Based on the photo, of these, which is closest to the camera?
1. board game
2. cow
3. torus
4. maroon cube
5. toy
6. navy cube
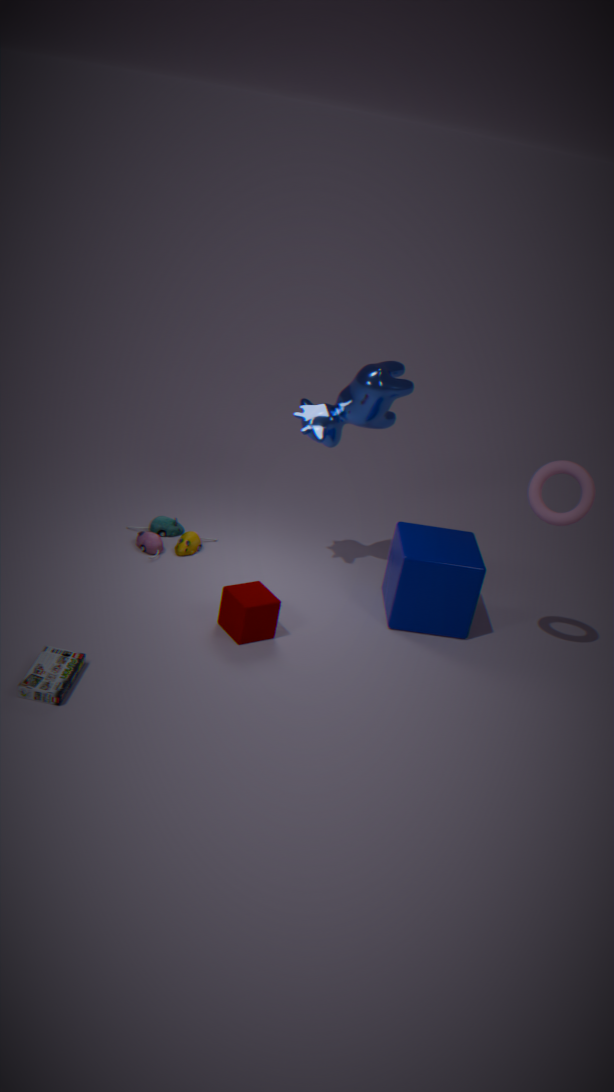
board game
